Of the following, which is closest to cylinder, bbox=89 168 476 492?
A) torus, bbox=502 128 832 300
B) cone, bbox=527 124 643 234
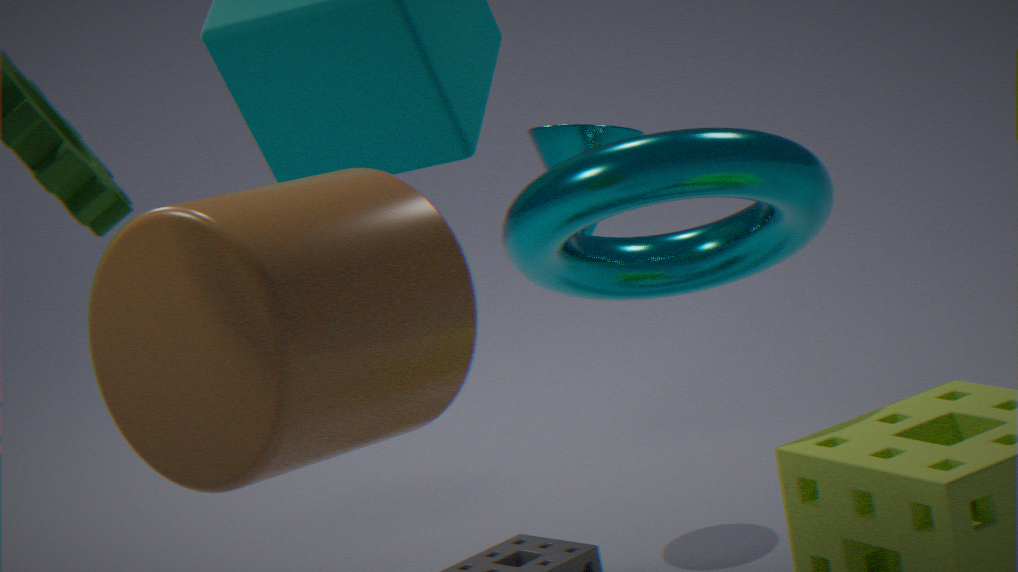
torus, bbox=502 128 832 300
